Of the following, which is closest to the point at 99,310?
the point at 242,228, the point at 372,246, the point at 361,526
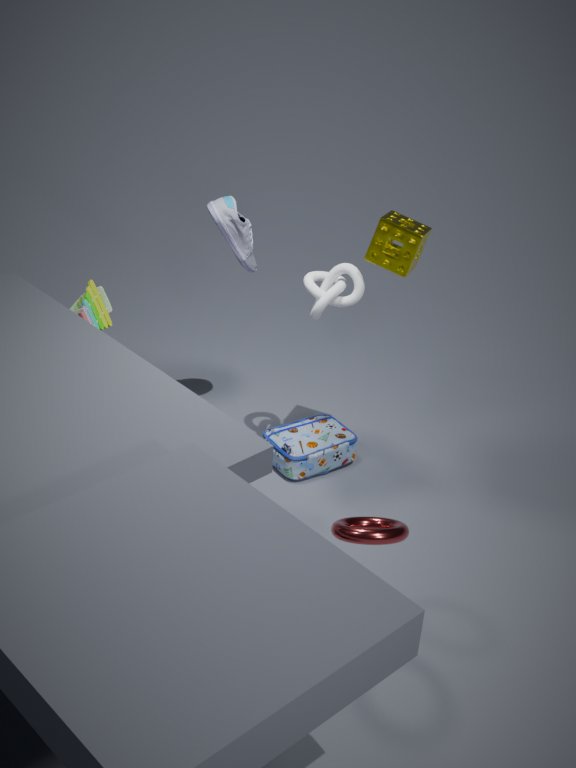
the point at 242,228
